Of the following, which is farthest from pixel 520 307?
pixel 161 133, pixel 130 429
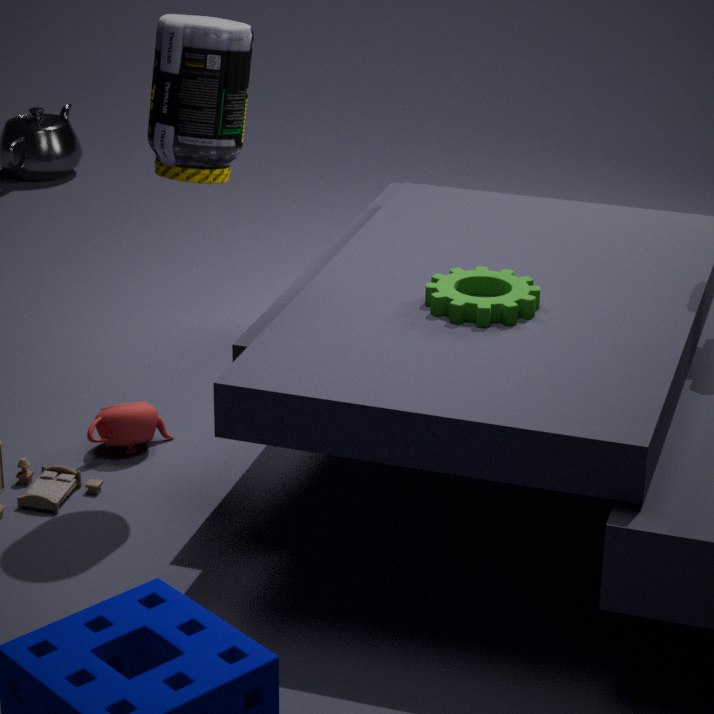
pixel 130 429
